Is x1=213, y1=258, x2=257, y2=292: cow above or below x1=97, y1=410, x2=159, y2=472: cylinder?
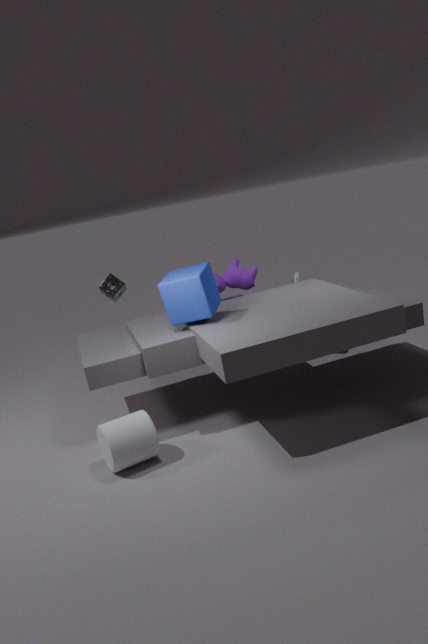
above
